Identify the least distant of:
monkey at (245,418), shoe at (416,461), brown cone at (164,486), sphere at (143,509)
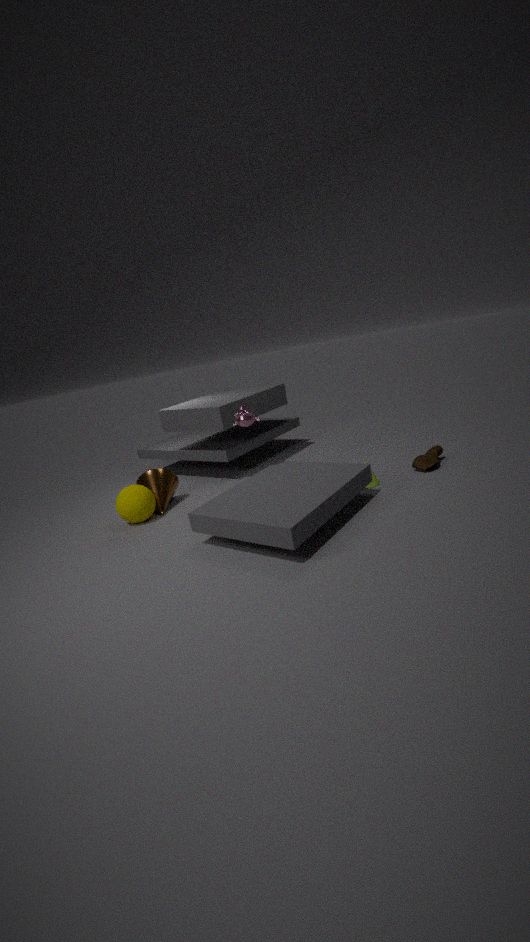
monkey at (245,418)
